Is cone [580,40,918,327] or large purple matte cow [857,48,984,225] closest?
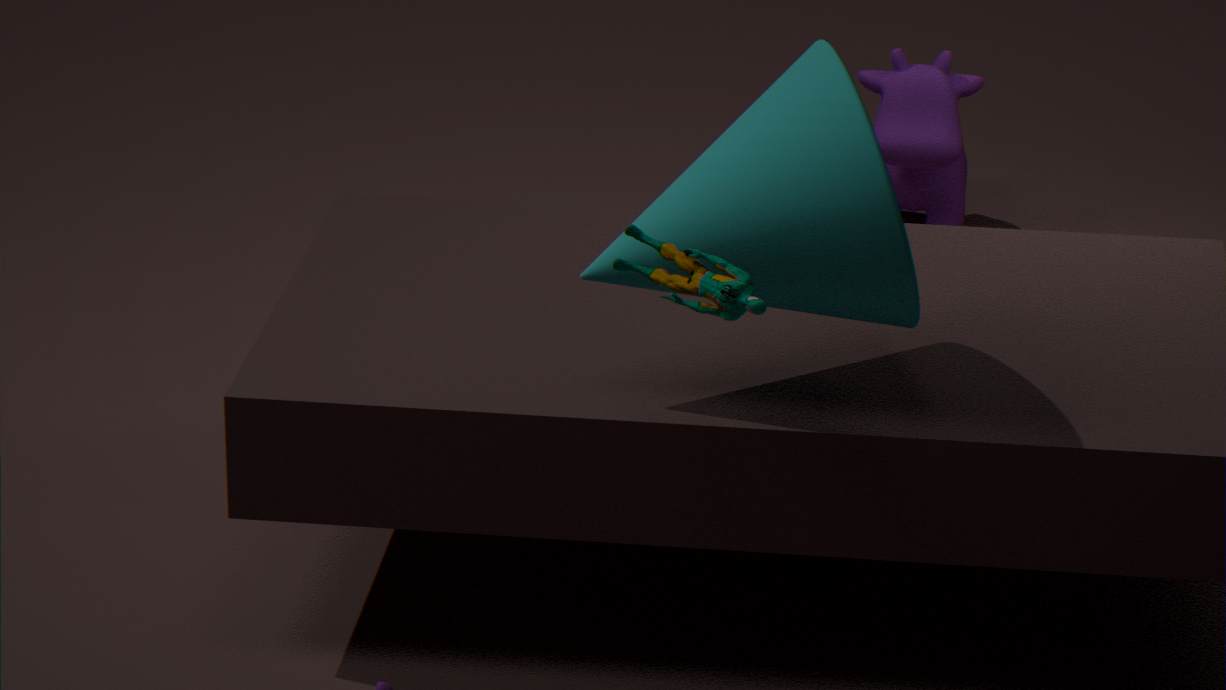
cone [580,40,918,327]
